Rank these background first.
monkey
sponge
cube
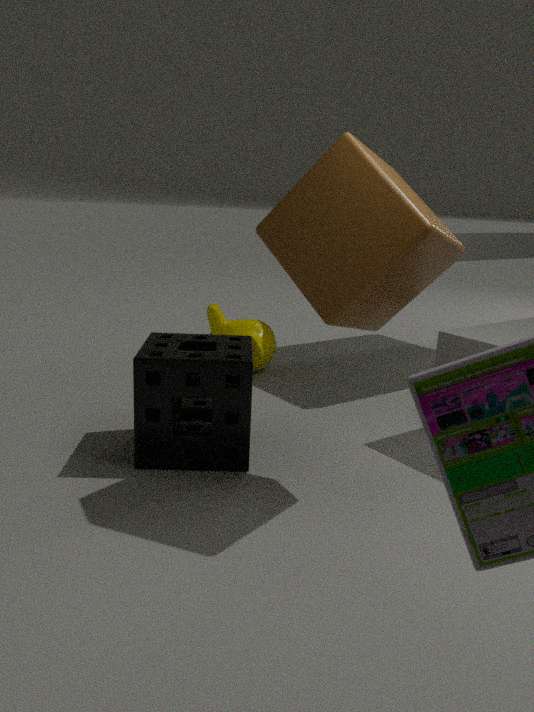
monkey, sponge, cube
